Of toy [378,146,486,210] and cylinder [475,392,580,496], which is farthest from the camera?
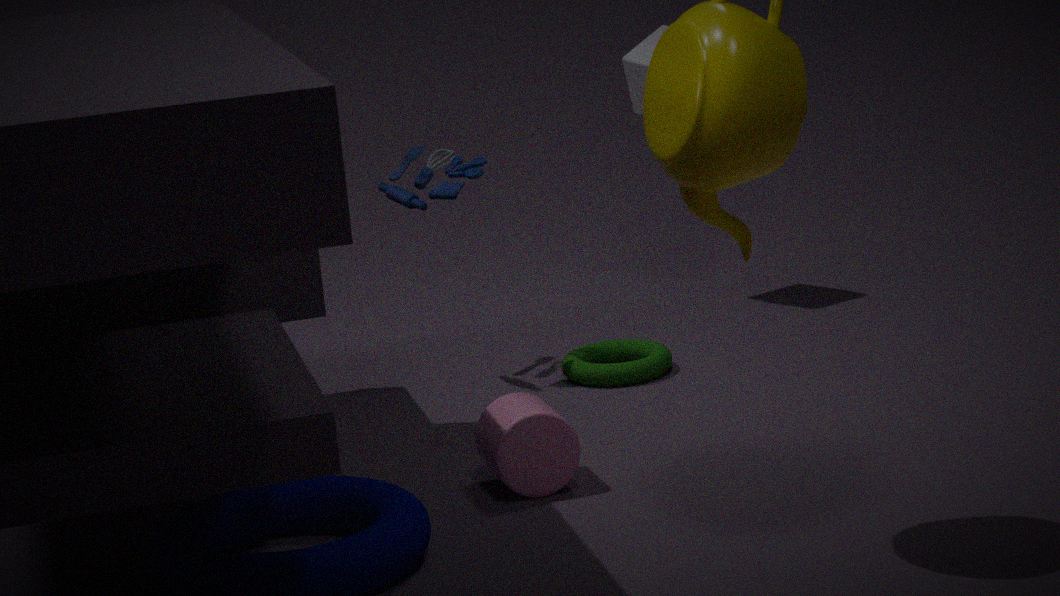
toy [378,146,486,210]
